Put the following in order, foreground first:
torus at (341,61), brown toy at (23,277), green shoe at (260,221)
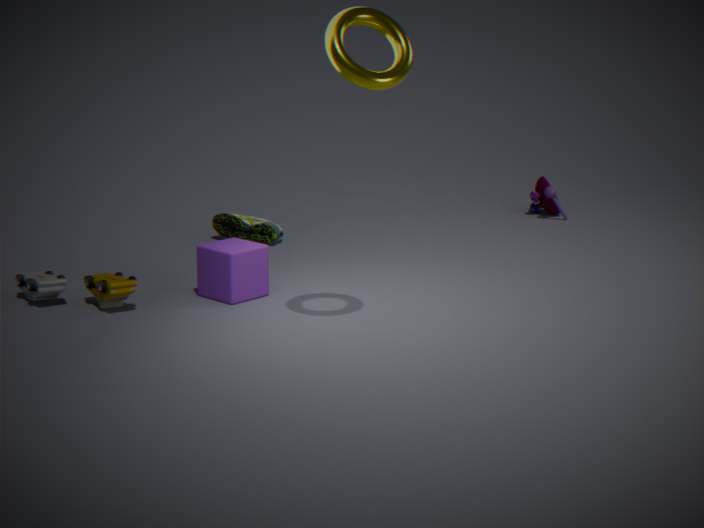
torus at (341,61) → brown toy at (23,277) → green shoe at (260,221)
